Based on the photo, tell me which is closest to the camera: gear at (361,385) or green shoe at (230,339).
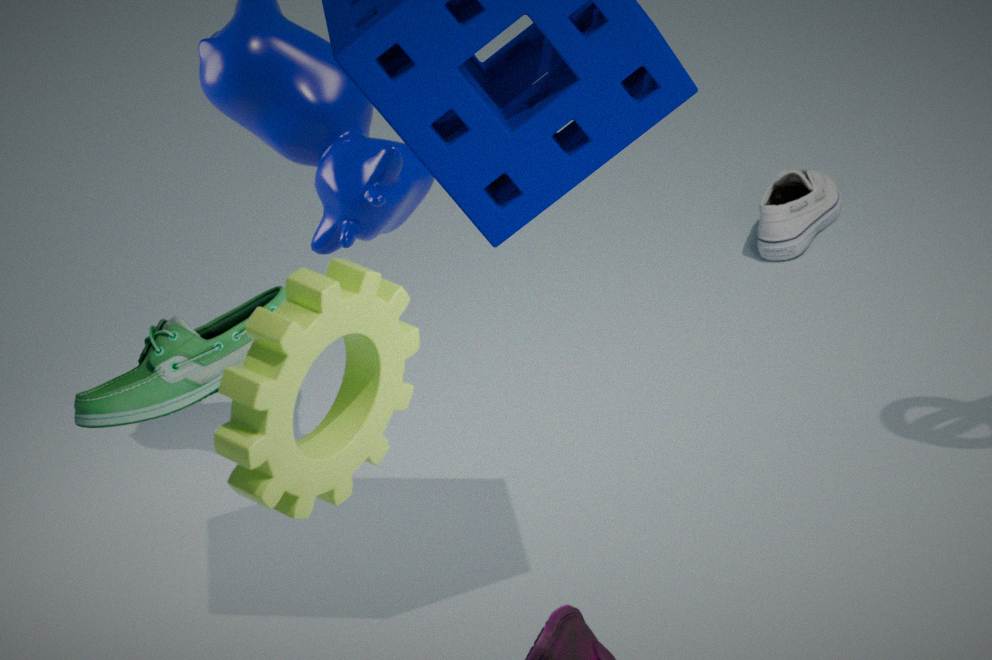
gear at (361,385)
